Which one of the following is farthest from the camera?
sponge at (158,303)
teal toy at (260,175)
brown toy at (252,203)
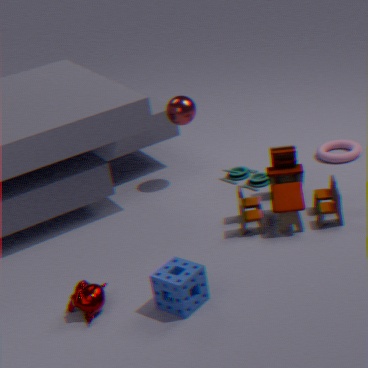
teal toy at (260,175)
